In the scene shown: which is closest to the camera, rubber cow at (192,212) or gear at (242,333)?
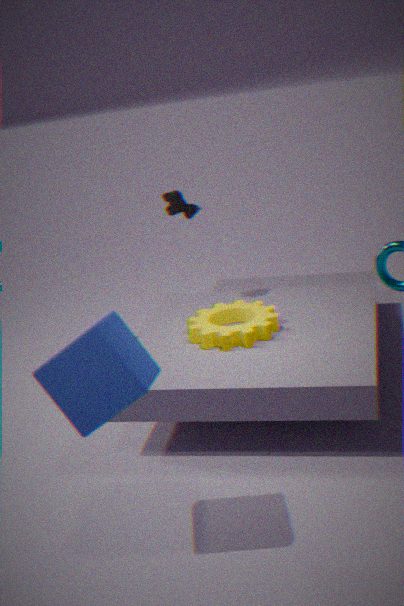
gear at (242,333)
